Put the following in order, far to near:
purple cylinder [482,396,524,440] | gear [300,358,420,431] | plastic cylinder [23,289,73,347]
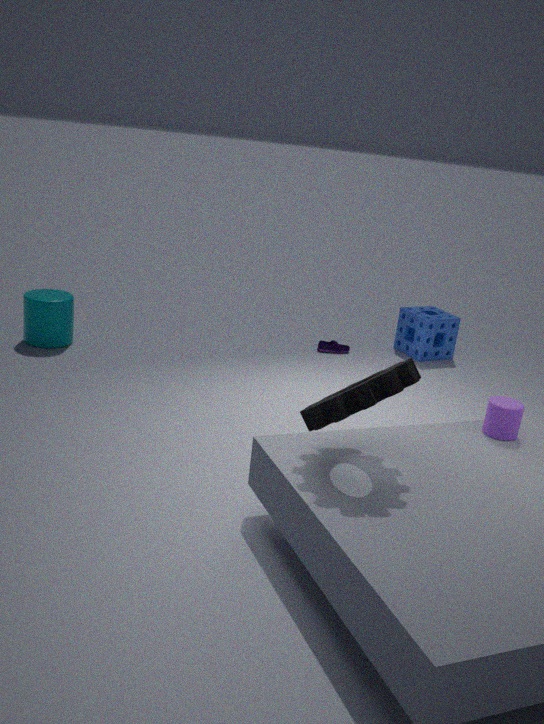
1. plastic cylinder [23,289,73,347]
2. purple cylinder [482,396,524,440]
3. gear [300,358,420,431]
